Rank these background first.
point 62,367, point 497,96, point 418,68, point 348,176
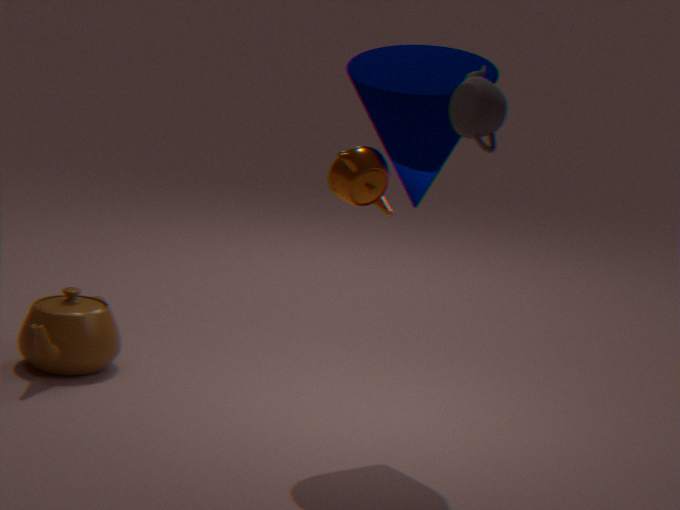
point 62,367, point 418,68, point 348,176, point 497,96
